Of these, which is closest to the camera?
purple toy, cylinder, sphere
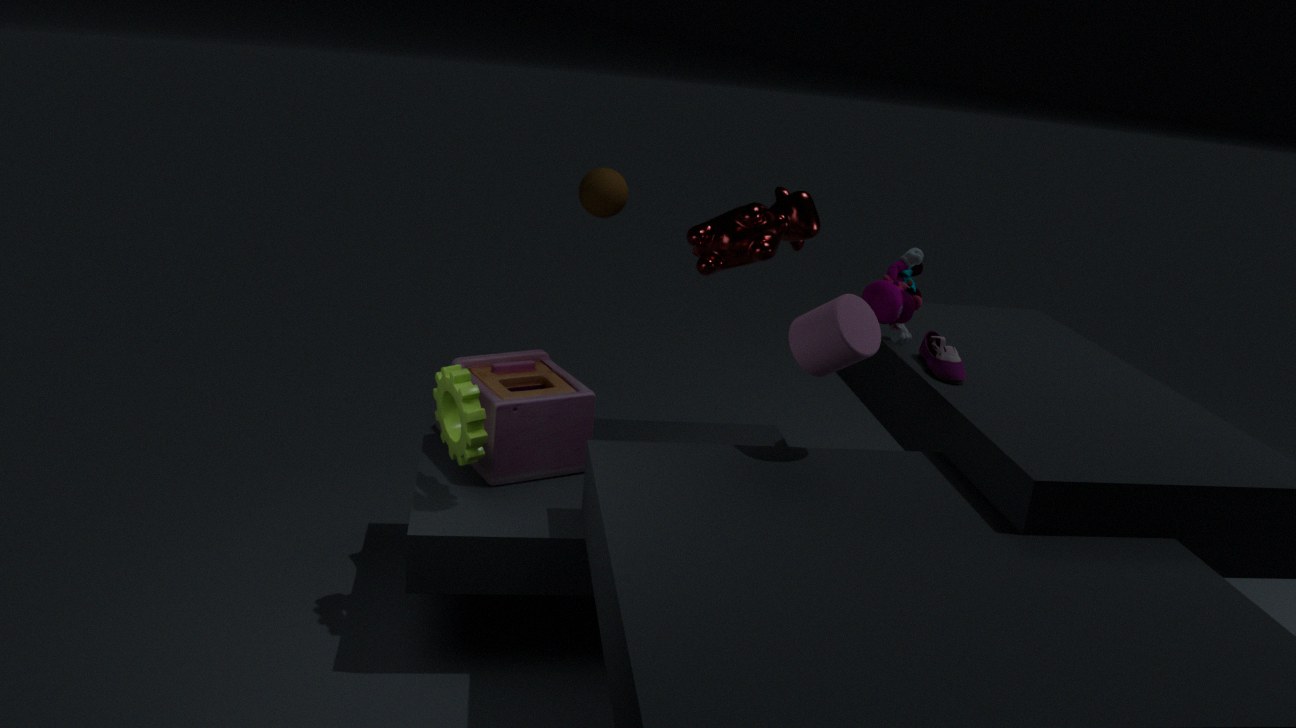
cylinder
